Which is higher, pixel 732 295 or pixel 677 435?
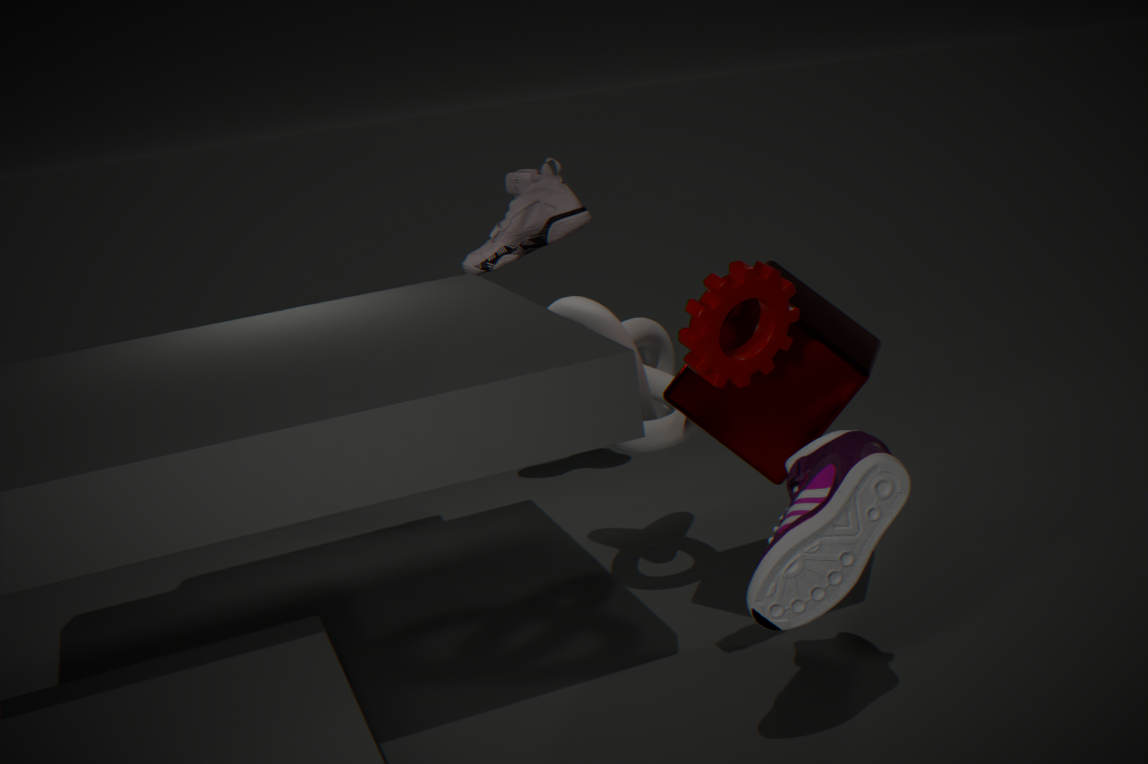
pixel 732 295
